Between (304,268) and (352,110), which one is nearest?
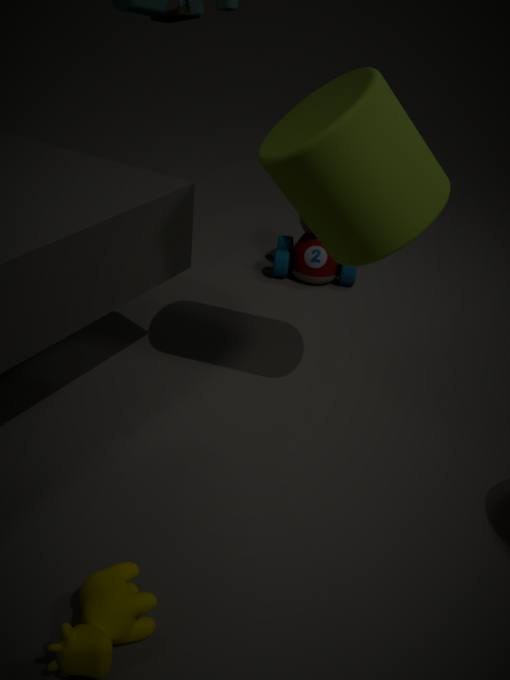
(352,110)
